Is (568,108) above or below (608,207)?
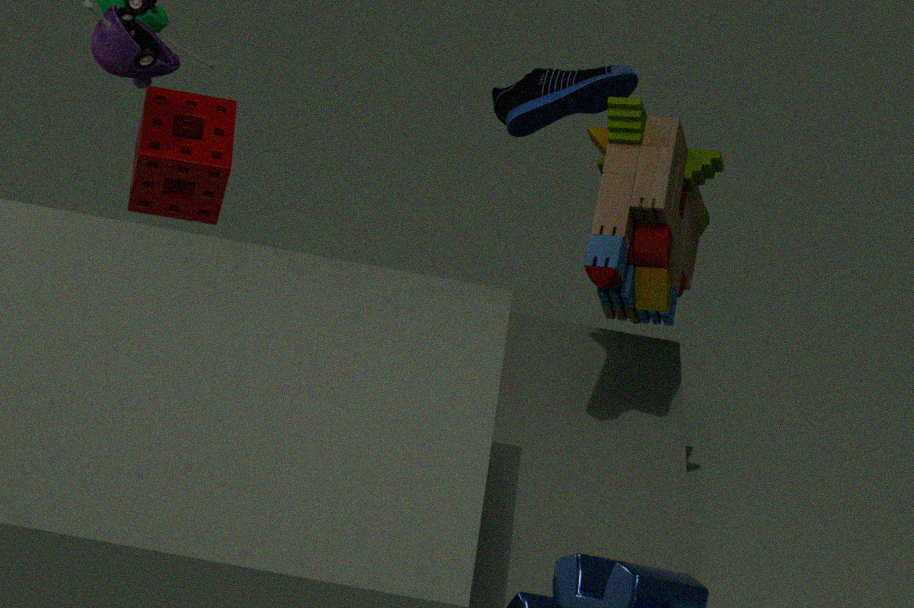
above
